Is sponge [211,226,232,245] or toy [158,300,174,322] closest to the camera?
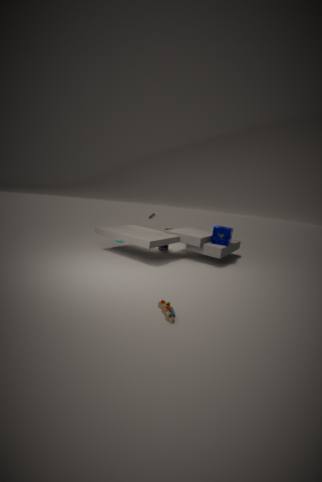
toy [158,300,174,322]
